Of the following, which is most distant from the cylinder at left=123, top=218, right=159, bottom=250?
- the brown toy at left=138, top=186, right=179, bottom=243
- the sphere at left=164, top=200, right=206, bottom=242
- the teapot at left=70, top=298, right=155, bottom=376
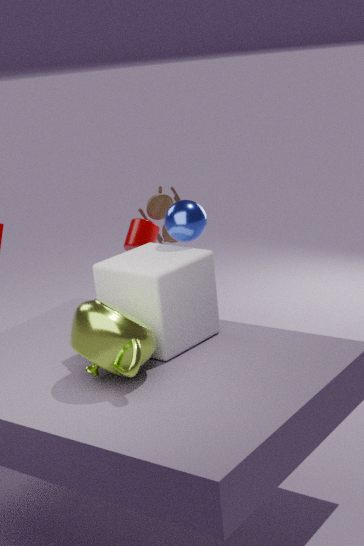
the teapot at left=70, top=298, right=155, bottom=376
